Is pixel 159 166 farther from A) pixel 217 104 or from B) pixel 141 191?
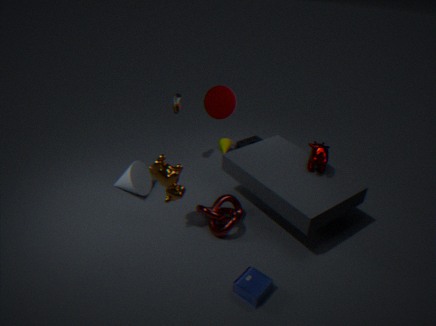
A) pixel 217 104
